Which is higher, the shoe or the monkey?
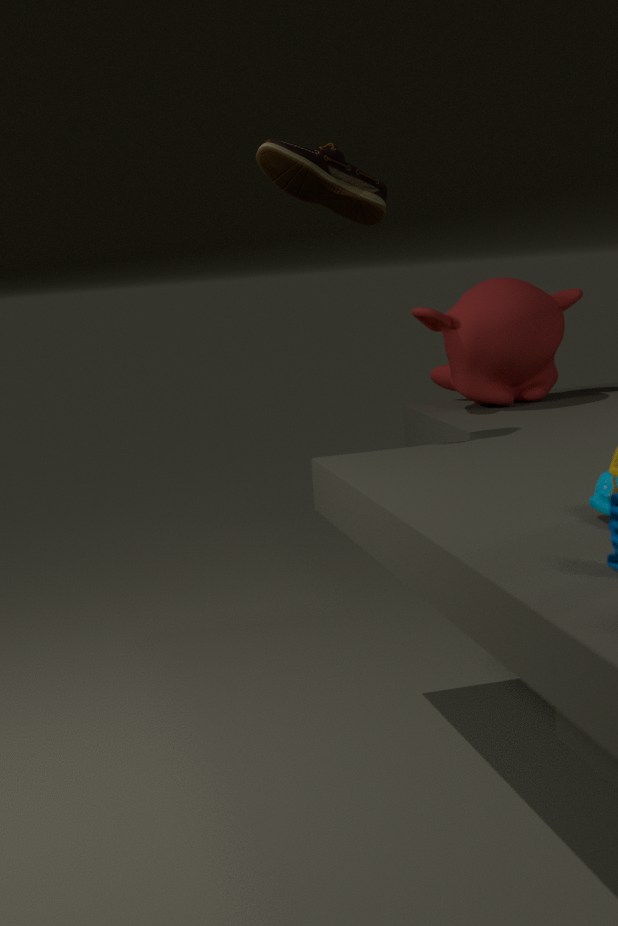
the shoe
